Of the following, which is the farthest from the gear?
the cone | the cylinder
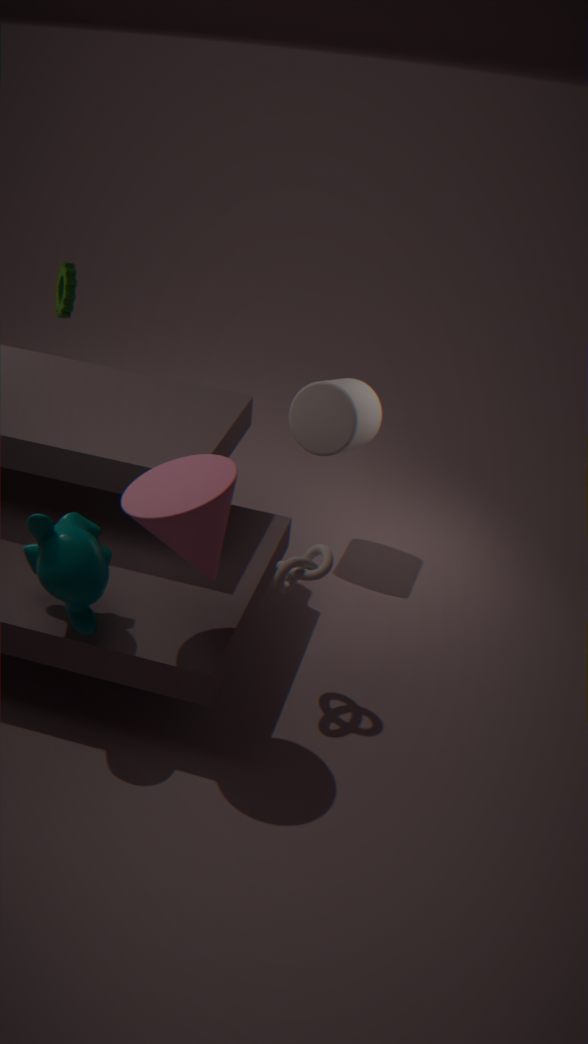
the cone
